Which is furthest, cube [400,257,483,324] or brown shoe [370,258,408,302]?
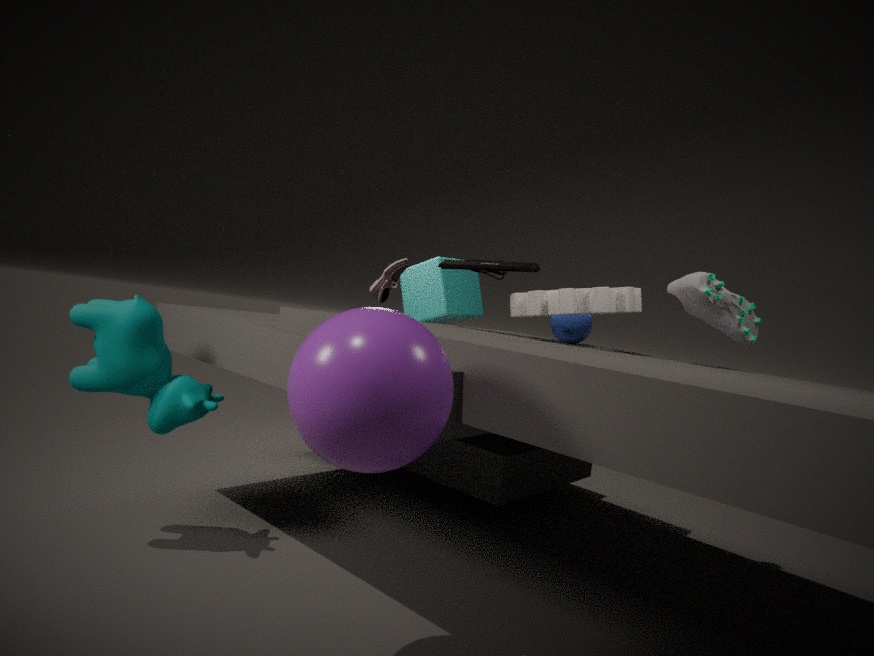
cube [400,257,483,324]
